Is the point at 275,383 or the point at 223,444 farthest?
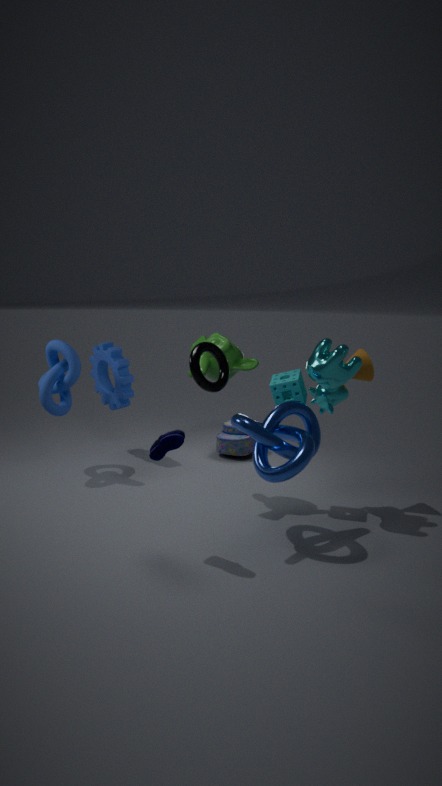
the point at 223,444
